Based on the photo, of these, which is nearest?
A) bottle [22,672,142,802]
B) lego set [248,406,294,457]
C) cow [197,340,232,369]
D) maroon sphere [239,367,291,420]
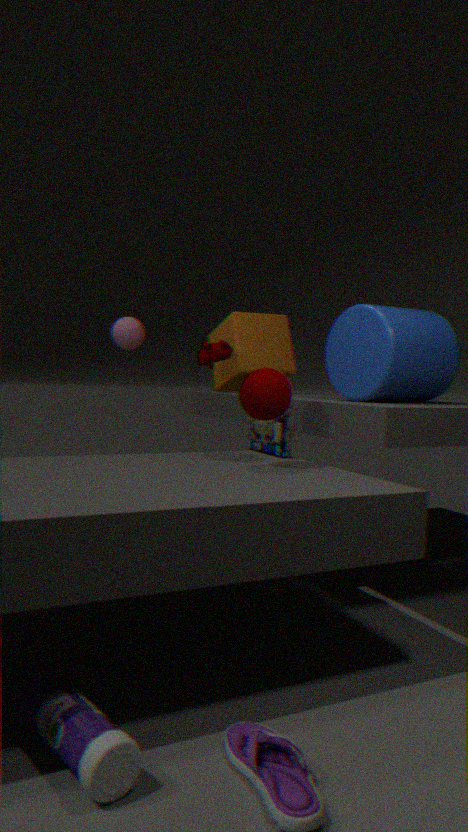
bottle [22,672,142,802]
